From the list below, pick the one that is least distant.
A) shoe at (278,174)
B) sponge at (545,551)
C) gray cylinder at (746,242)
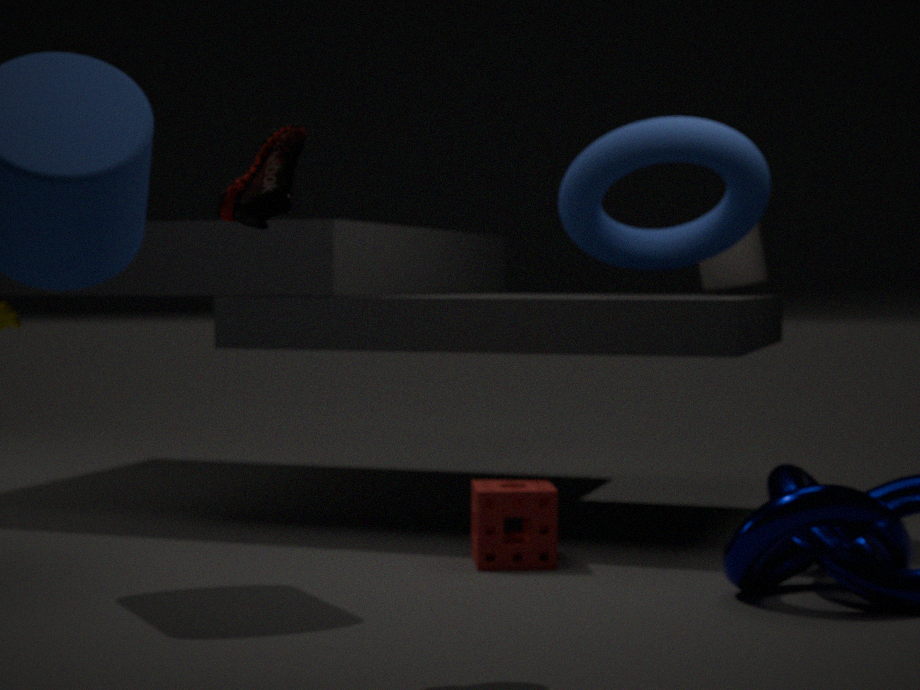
shoe at (278,174)
